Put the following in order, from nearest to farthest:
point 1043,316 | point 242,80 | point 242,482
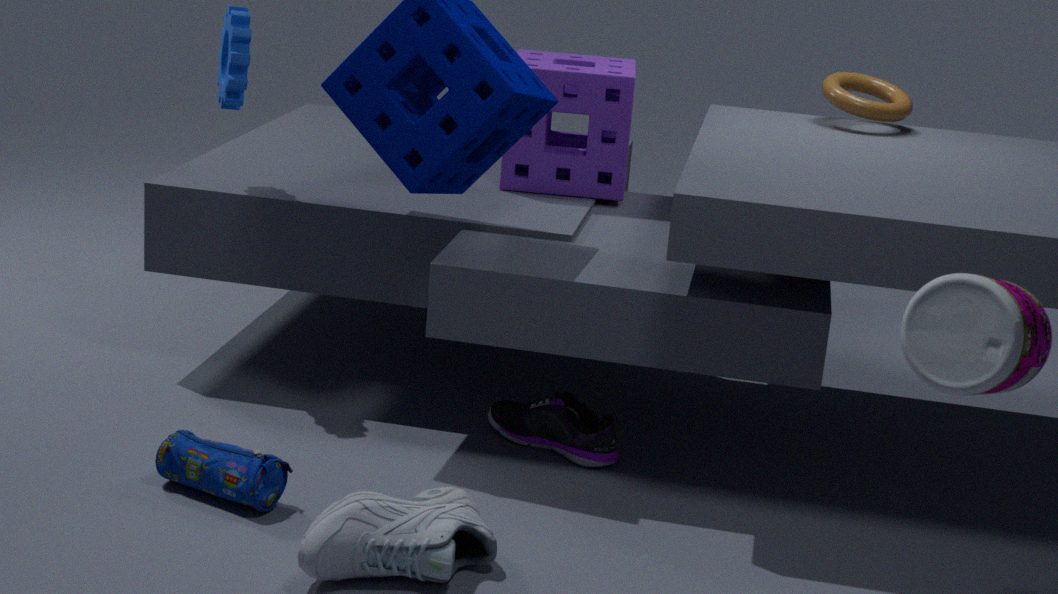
point 1043,316, point 242,482, point 242,80
